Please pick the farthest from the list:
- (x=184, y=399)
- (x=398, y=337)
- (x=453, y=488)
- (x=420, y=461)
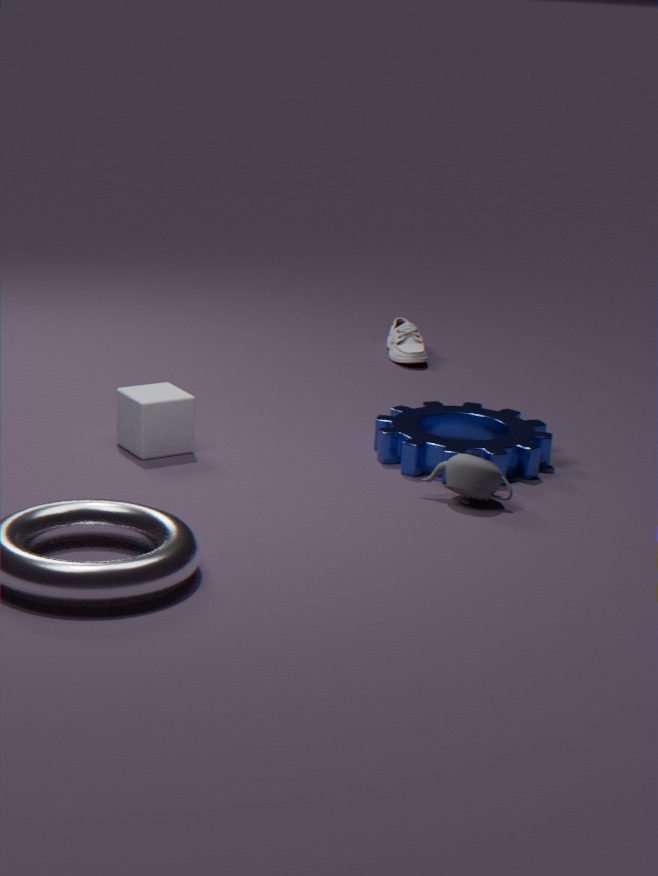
(x=398, y=337)
